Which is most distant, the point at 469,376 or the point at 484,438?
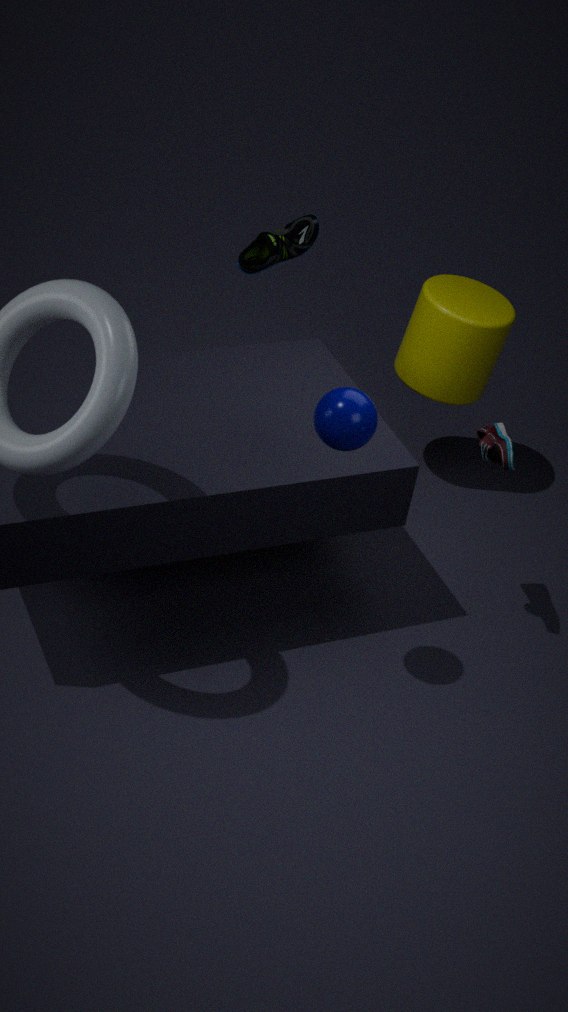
the point at 469,376
